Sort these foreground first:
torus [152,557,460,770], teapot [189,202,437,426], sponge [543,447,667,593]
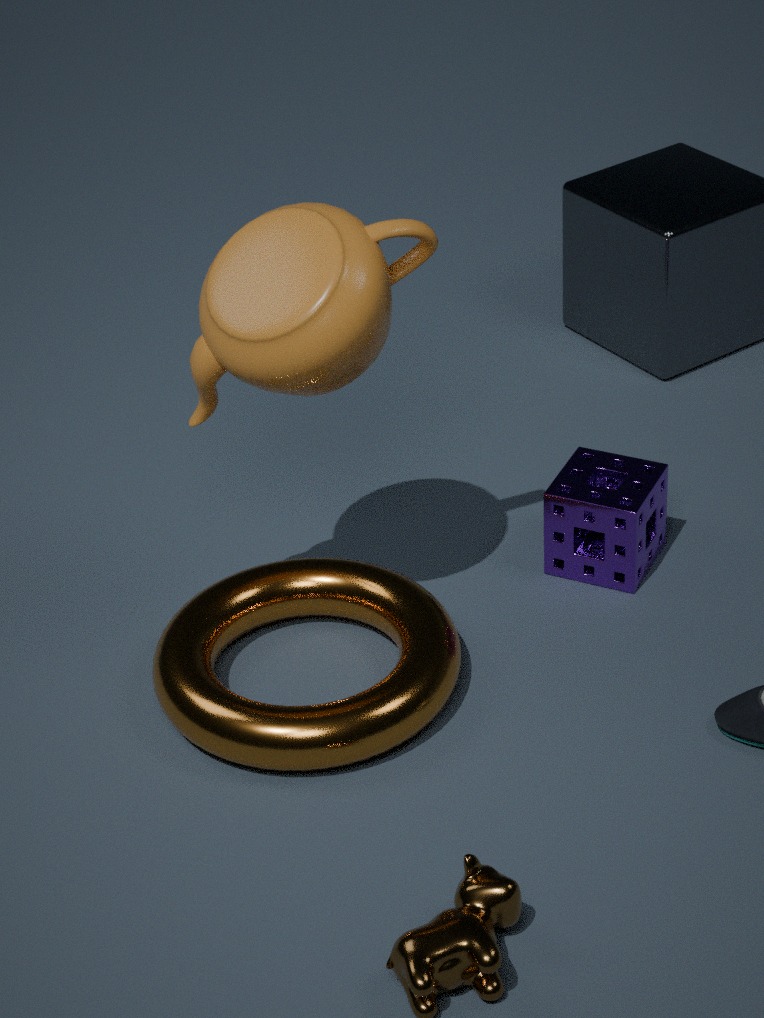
1. teapot [189,202,437,426]
2. torus [152,557,460,770]
3. sponge [543,447,667,593]
